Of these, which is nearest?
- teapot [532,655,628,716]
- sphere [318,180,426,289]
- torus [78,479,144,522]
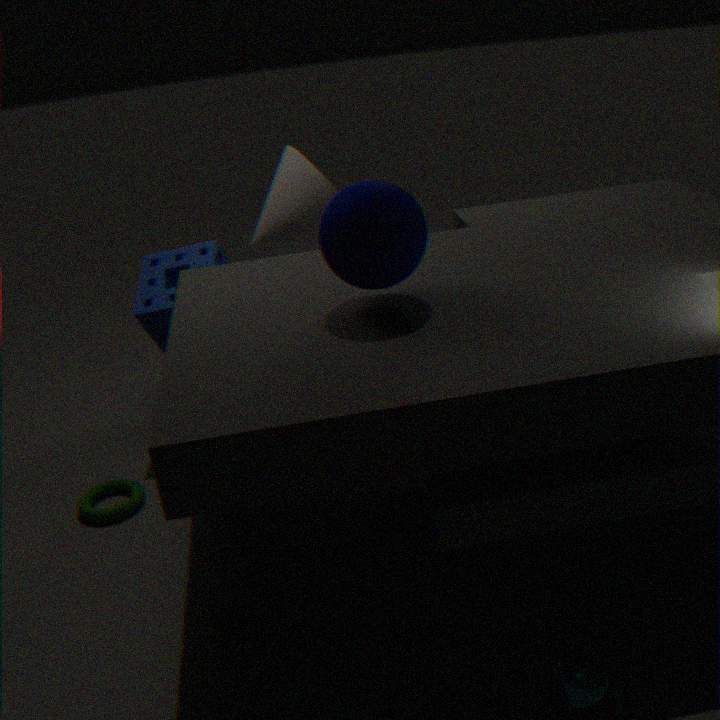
teapot [532,655,628,716]
